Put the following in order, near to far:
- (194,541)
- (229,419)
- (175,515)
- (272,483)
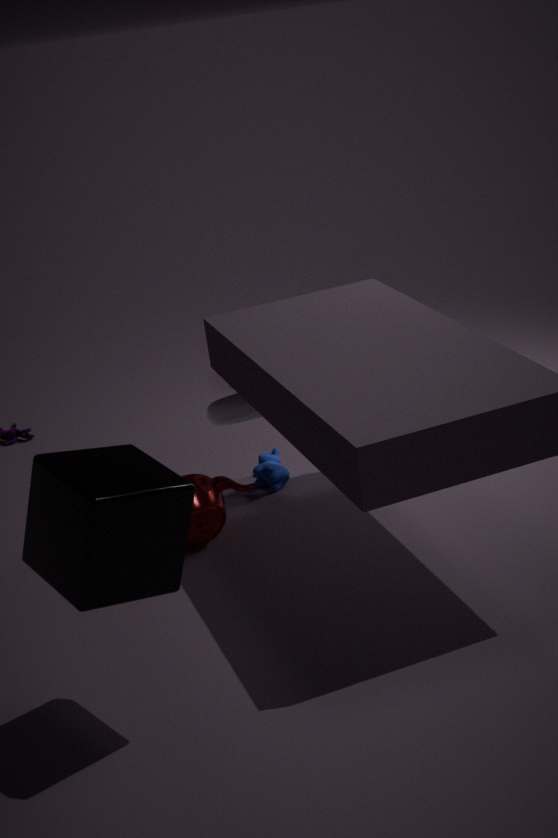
1. (175,515)
2. (229,419)
3. (194,541)
4. (272,483)
